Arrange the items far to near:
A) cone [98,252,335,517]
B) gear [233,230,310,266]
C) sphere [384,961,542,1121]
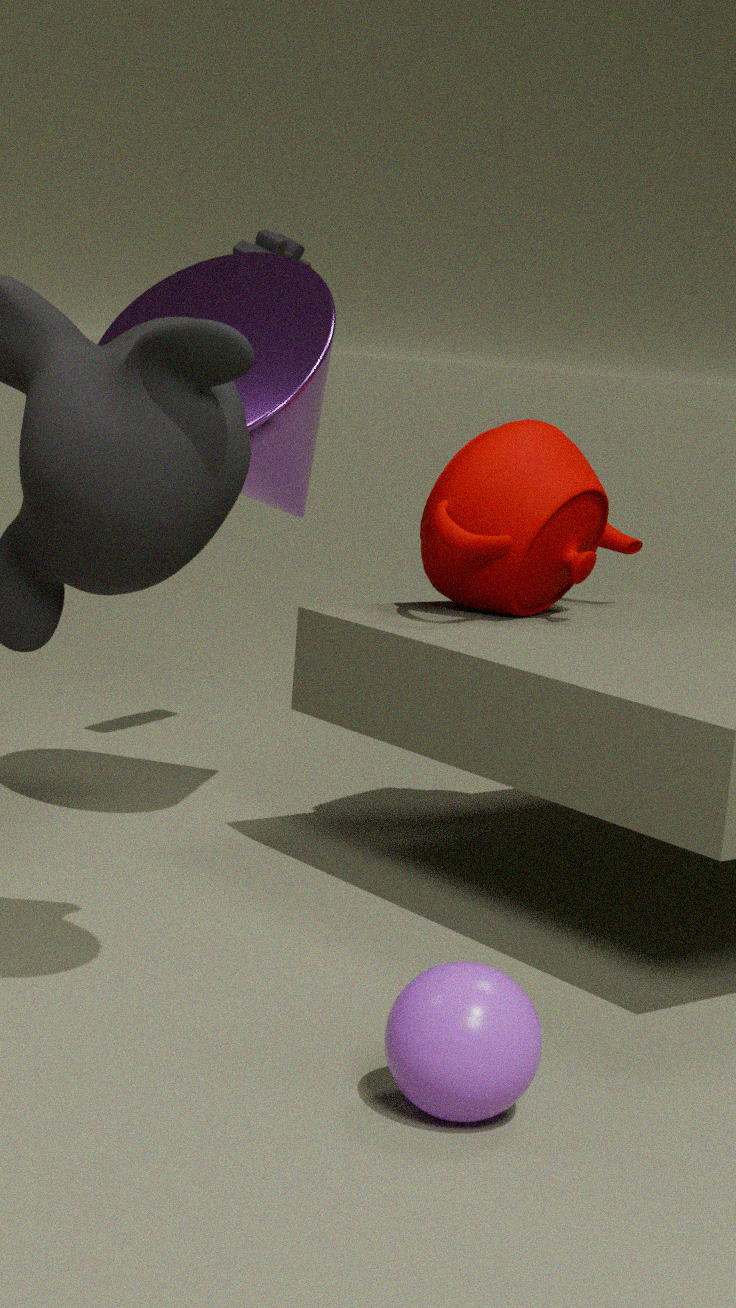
gear [233,230,310,266], cone [98,252,335,517], sphere [384,961,542,1121]
